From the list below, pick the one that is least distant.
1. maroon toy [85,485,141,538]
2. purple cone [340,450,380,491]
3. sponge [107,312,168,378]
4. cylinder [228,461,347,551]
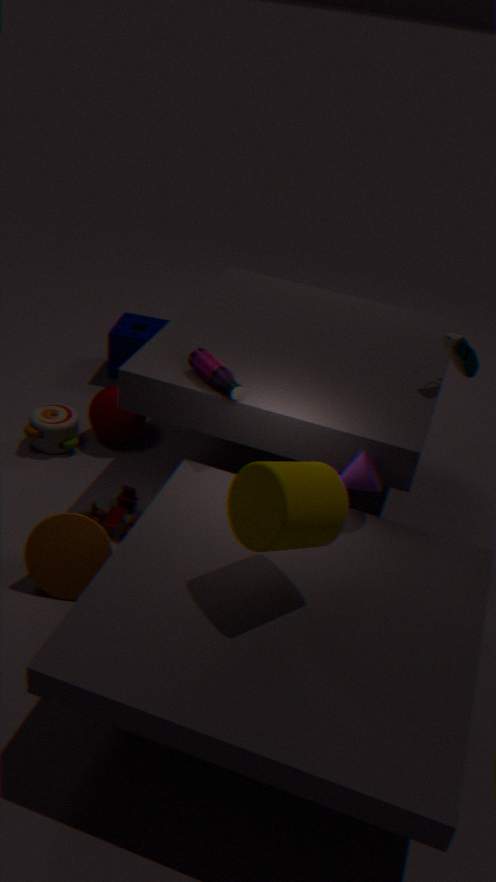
cylinder [228,461,347,551]
